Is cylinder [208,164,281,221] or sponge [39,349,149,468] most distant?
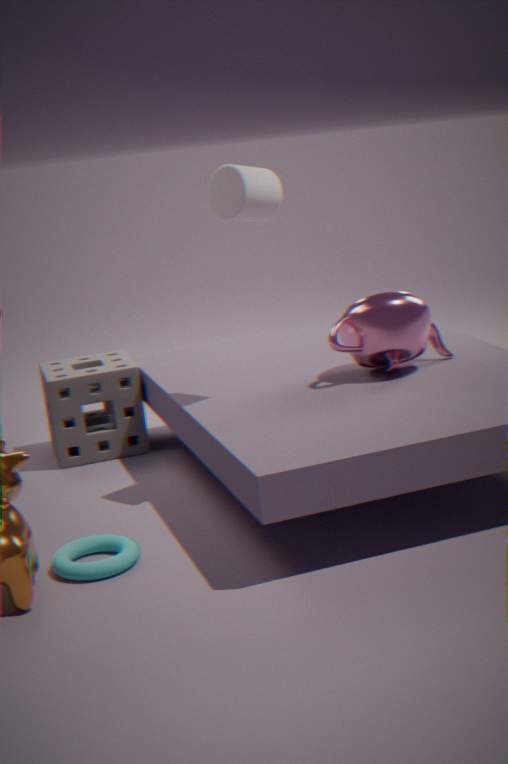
sponge [39,349,149,468]
